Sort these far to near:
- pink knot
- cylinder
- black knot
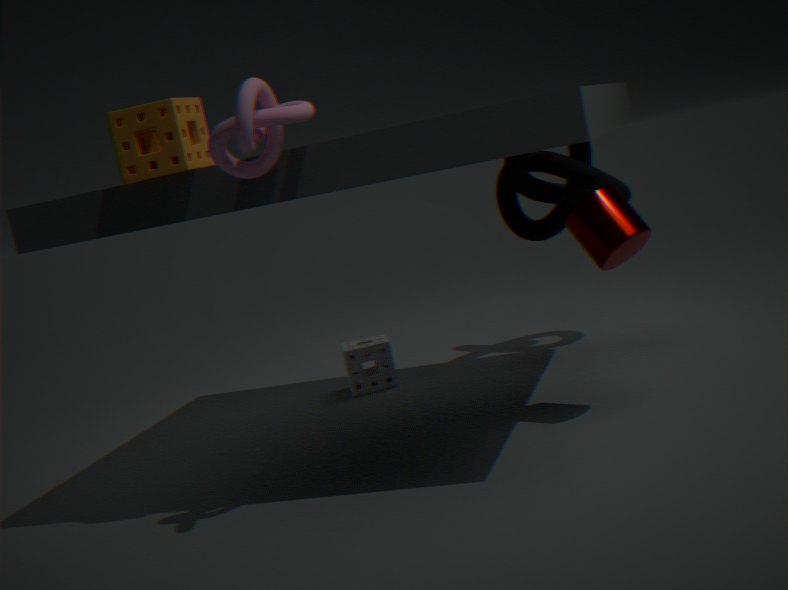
1. black knot
2. cylinder
3. pink knot
